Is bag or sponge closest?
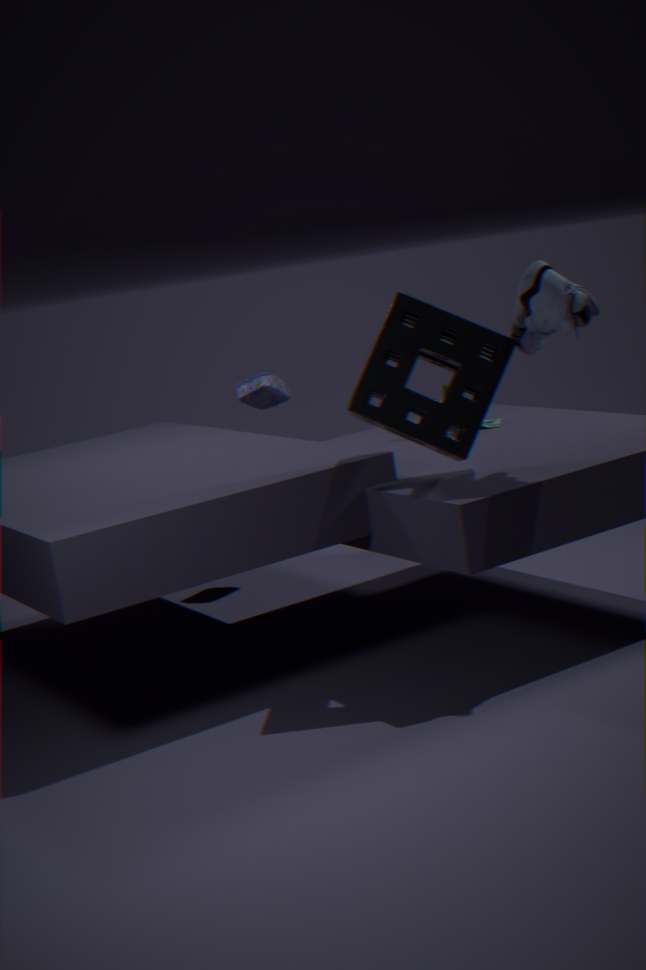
sponge
